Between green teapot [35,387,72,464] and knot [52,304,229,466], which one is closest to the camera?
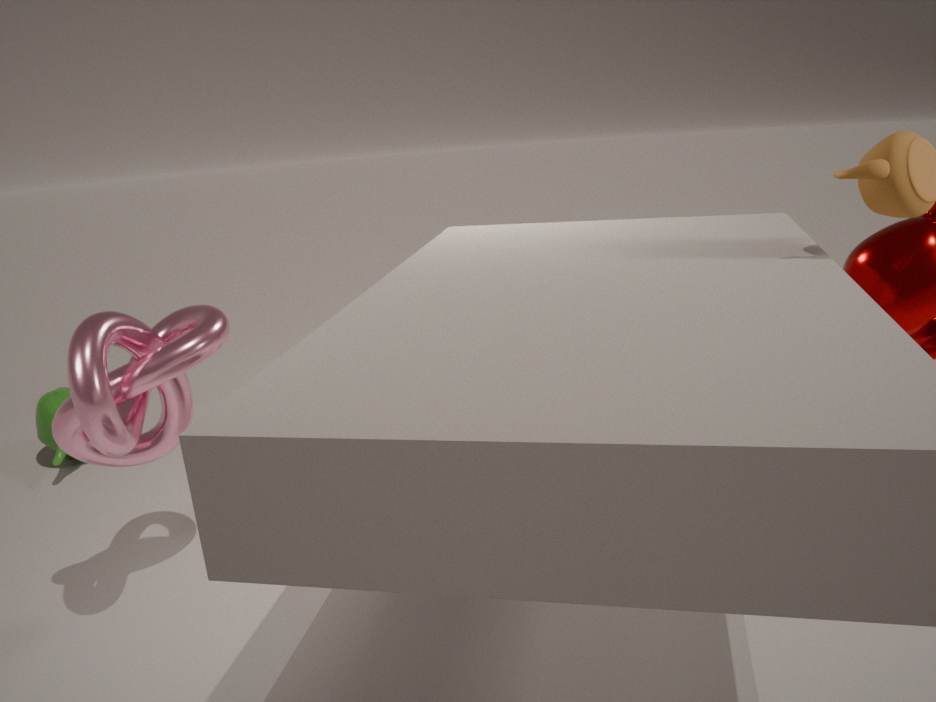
knot [52,304,229,466]
